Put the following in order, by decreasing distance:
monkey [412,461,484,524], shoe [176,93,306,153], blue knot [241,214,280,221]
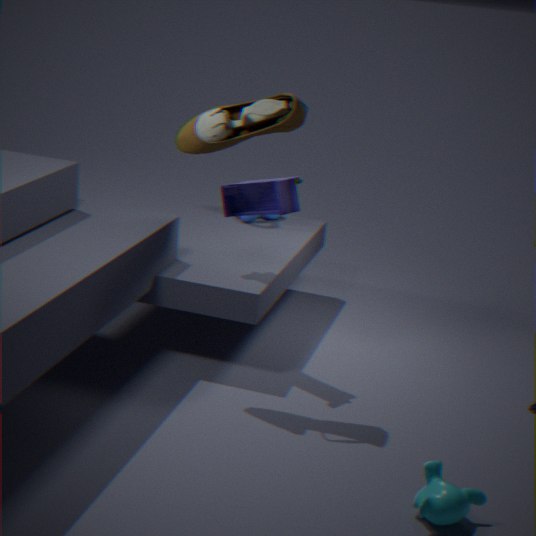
blue knot [241,214,280,221], shoe [176,93,306,153], monkey [412,461,484,524]
